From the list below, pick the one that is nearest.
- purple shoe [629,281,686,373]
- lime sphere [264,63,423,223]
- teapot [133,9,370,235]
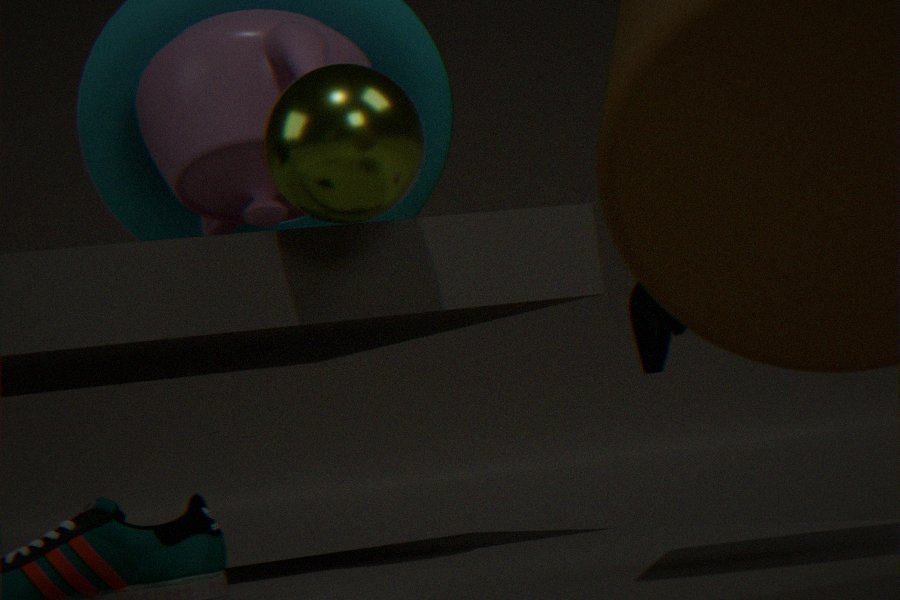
lime sphere [264,63,423,223]
